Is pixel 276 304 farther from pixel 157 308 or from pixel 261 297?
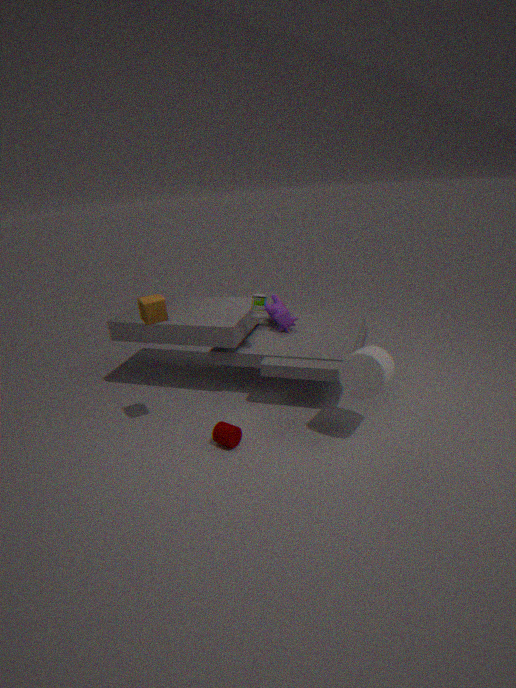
pixel 157 308
